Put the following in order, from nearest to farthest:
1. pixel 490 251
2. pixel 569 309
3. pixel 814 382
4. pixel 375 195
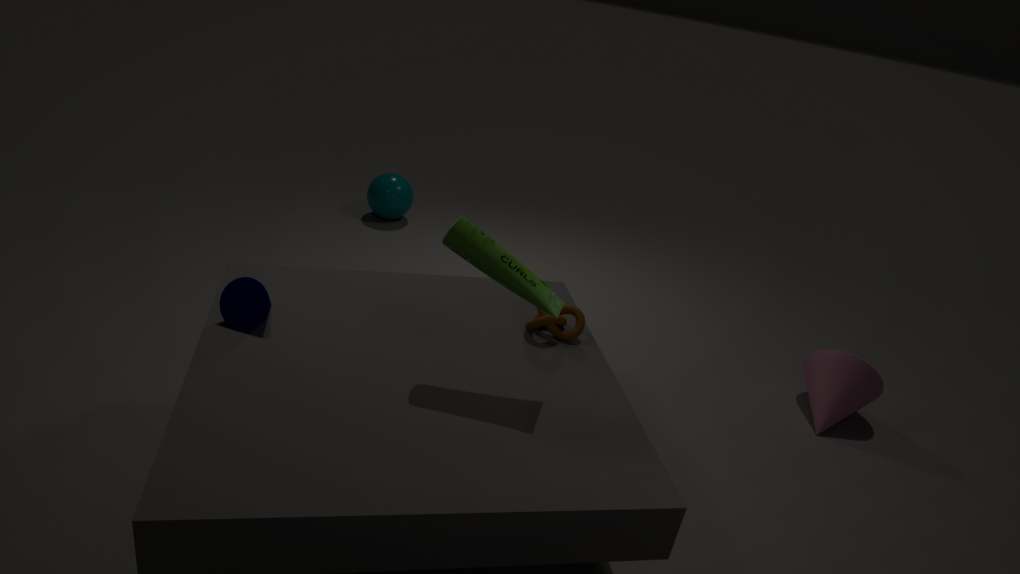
1. pixel 490 251
2. pixel 569 309
3. pixel 814 382
4. pixel 375 195
